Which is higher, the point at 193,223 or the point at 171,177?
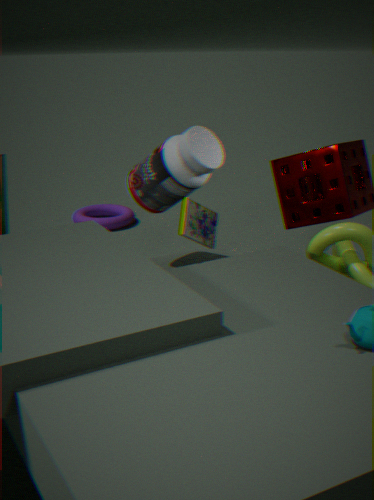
the point at 171,177
